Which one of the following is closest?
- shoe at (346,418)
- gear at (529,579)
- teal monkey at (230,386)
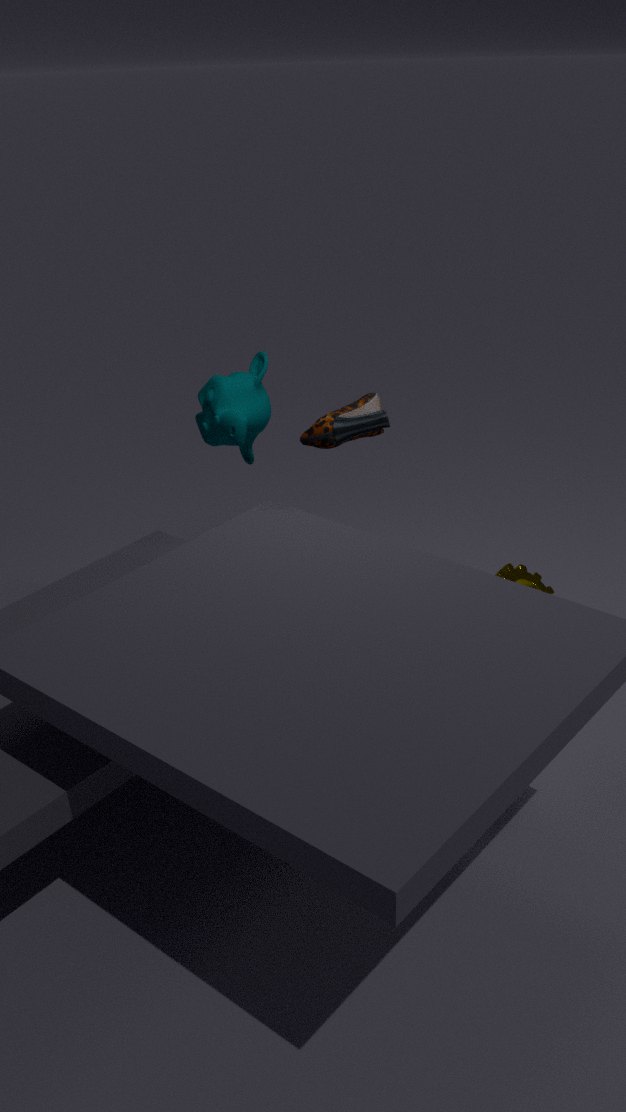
gear at (529,579)
